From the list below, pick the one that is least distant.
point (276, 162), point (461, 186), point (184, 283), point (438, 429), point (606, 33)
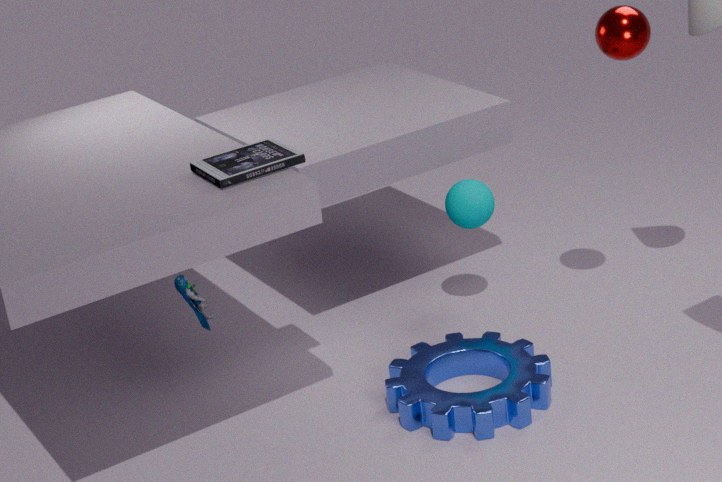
point (184, 283)
